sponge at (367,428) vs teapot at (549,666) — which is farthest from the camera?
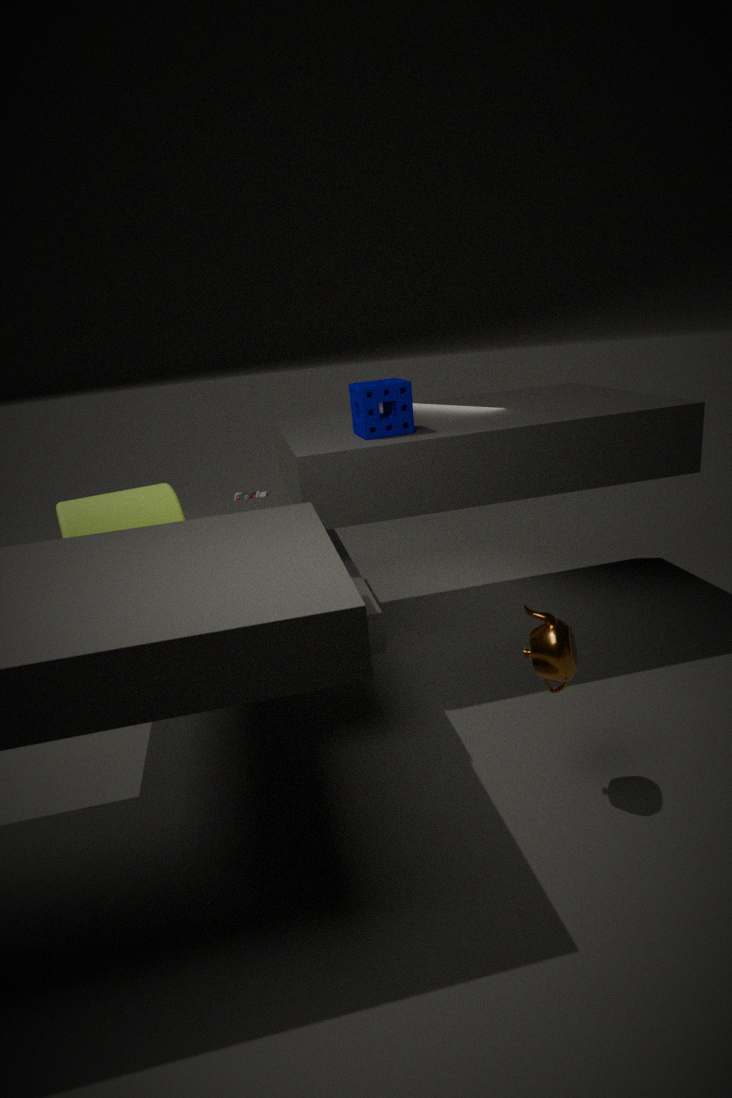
sponge at (367,428)
